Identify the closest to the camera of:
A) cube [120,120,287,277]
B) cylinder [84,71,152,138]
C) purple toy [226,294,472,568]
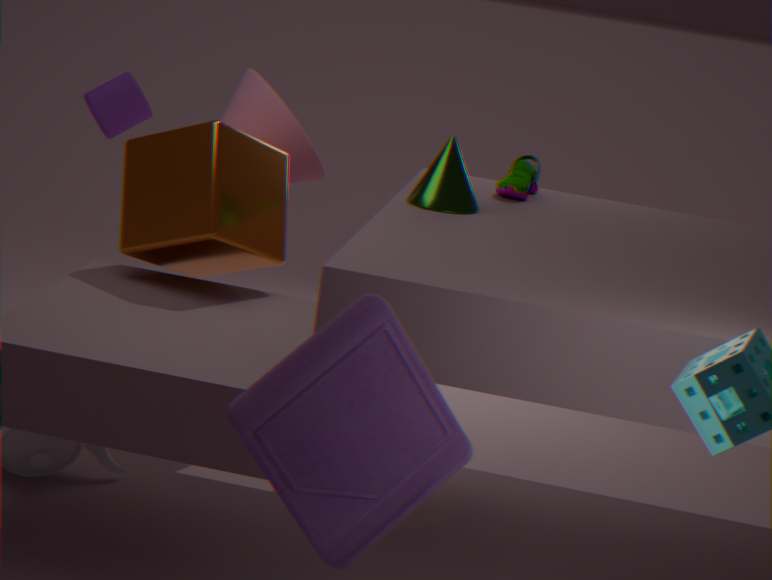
purple toy [226,294,472,568]
